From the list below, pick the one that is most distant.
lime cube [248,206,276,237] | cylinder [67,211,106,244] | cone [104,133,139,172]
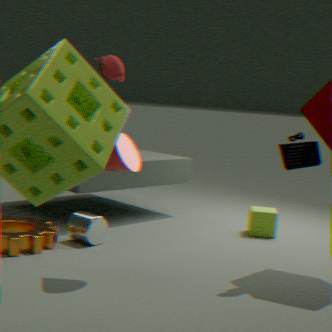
lime cube [248,206,276,237]
